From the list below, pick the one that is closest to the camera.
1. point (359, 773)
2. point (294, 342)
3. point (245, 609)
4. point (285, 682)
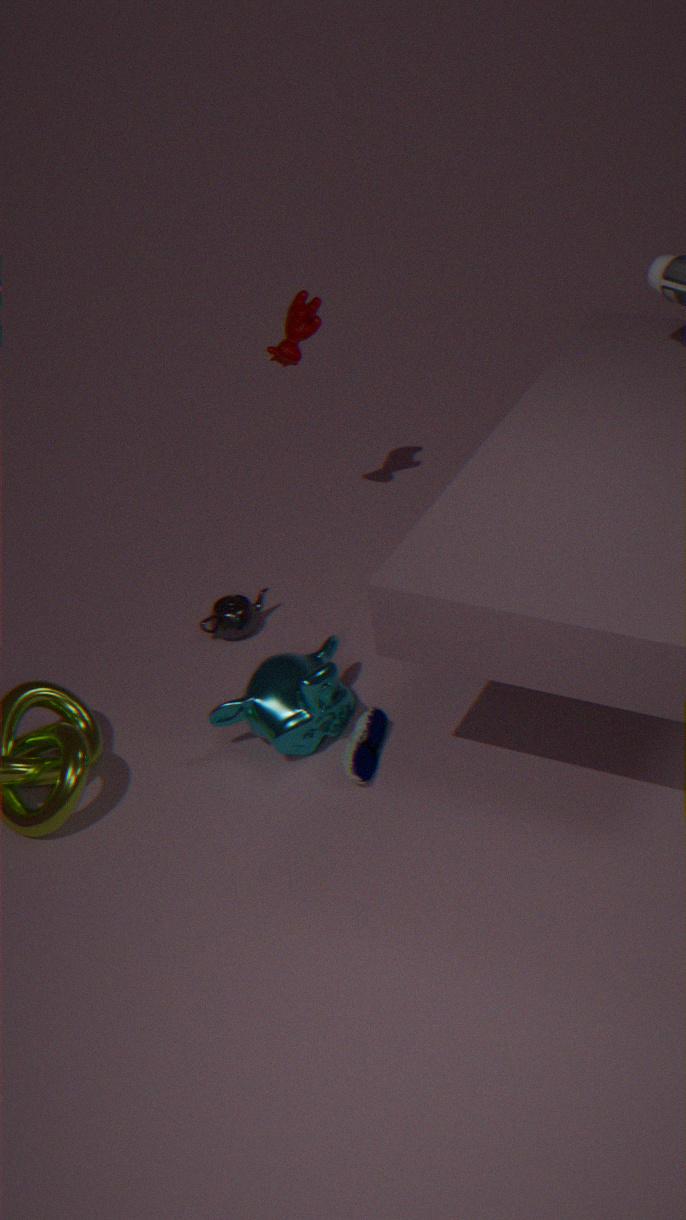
point (359, 773)
